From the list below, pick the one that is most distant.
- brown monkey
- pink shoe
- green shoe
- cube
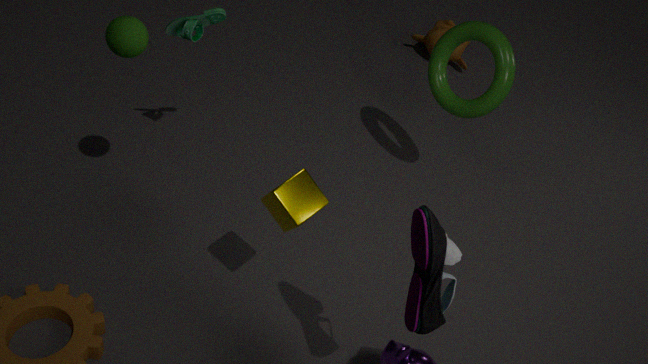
brown monkey
